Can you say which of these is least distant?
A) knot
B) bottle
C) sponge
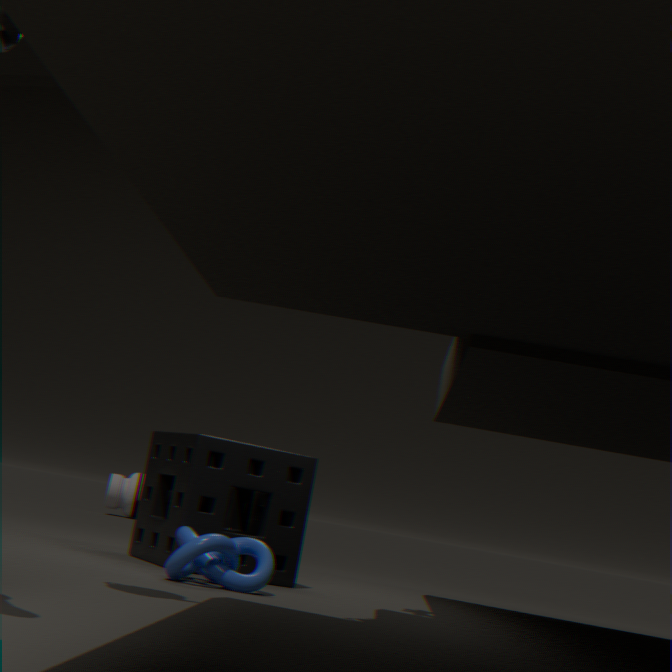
knot
